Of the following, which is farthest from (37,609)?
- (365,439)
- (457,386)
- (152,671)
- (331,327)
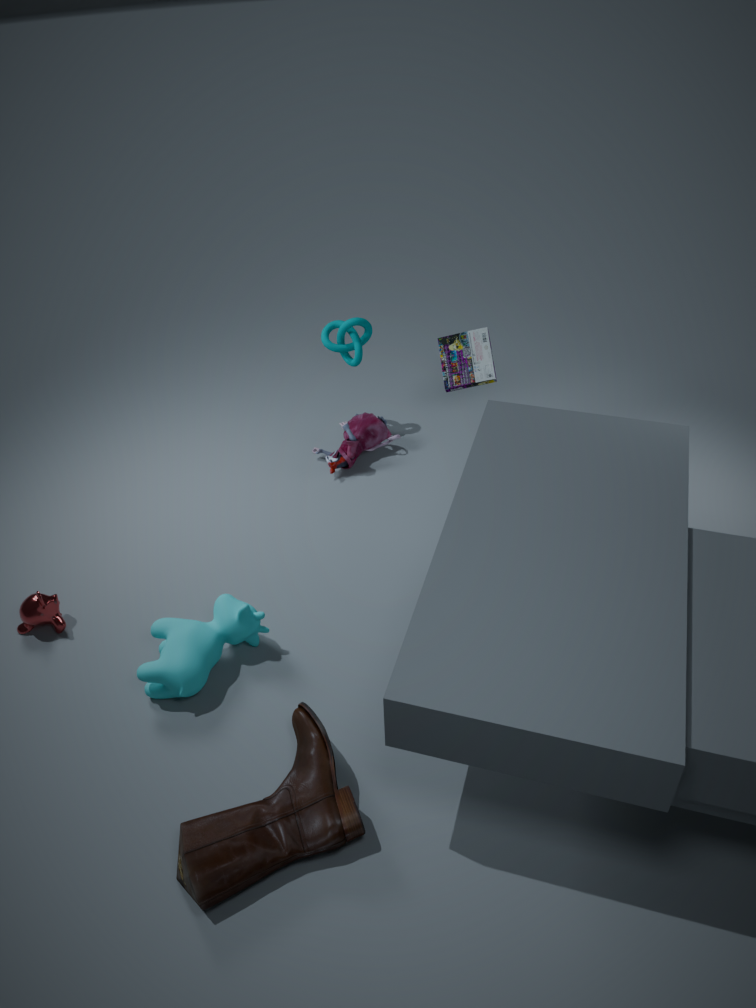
(457,386)
